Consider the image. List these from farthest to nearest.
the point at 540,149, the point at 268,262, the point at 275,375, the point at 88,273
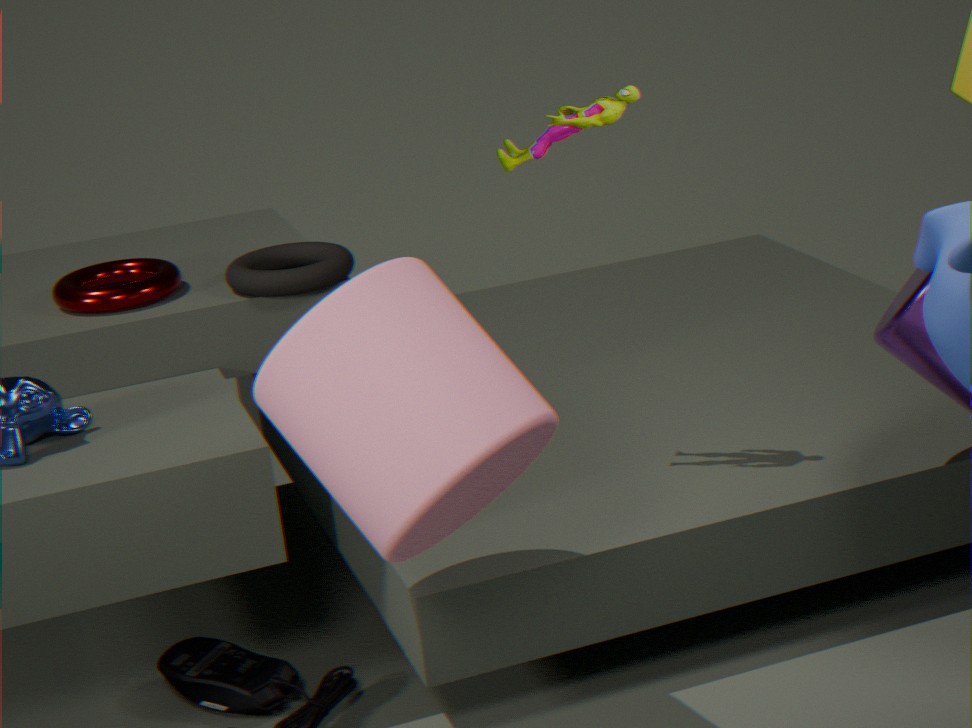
1. the point at 88,273
2. the point at 268,262
3. the point at 540,149
4. the point at 275,375
